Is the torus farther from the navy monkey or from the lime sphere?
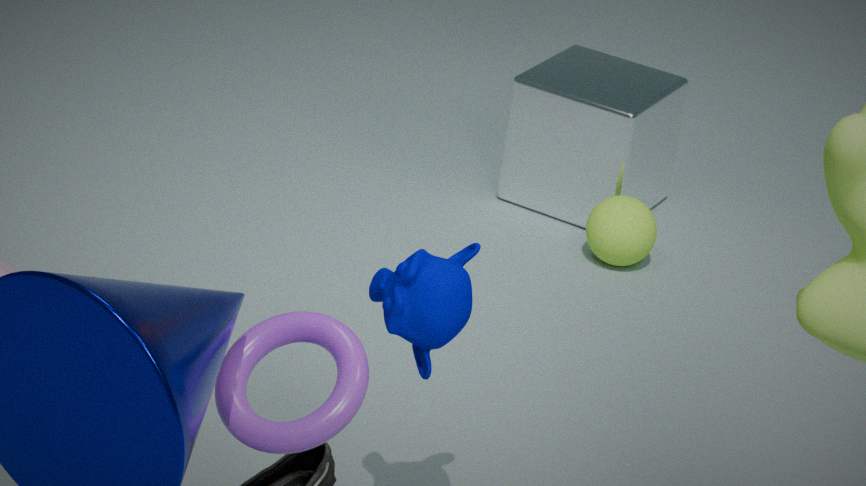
→ the lime sphere
